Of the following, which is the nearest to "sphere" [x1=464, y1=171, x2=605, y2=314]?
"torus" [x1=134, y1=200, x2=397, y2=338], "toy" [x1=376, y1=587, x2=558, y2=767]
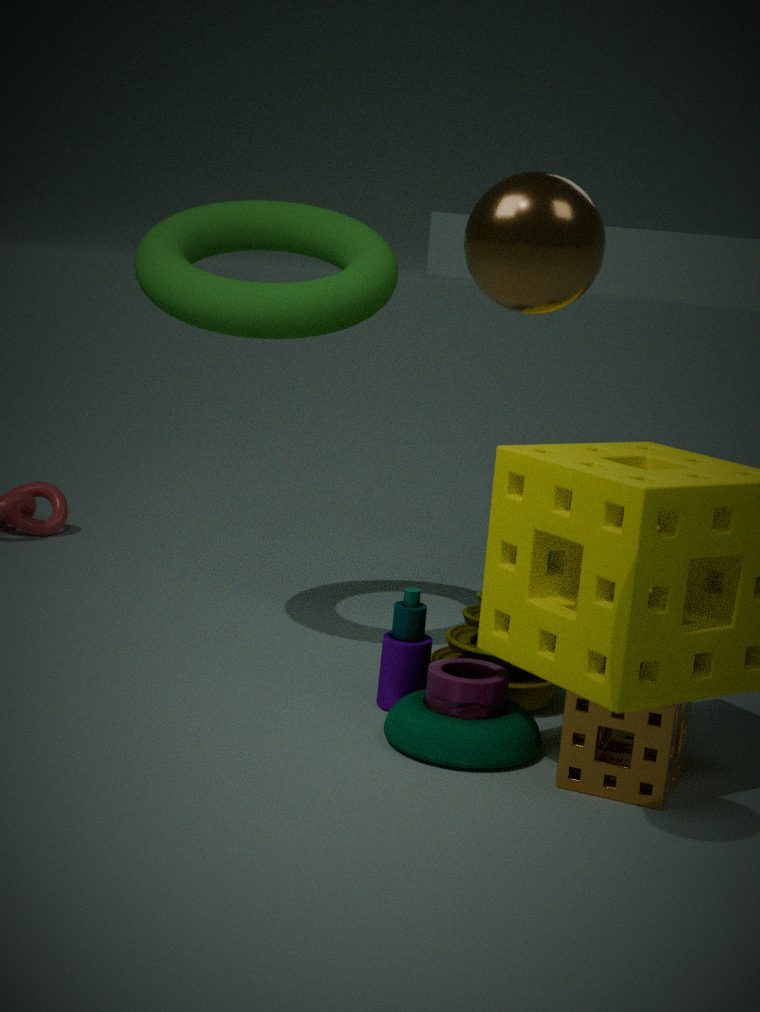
"toy" [x1=376, y1=587, x2=558, y2=767]
